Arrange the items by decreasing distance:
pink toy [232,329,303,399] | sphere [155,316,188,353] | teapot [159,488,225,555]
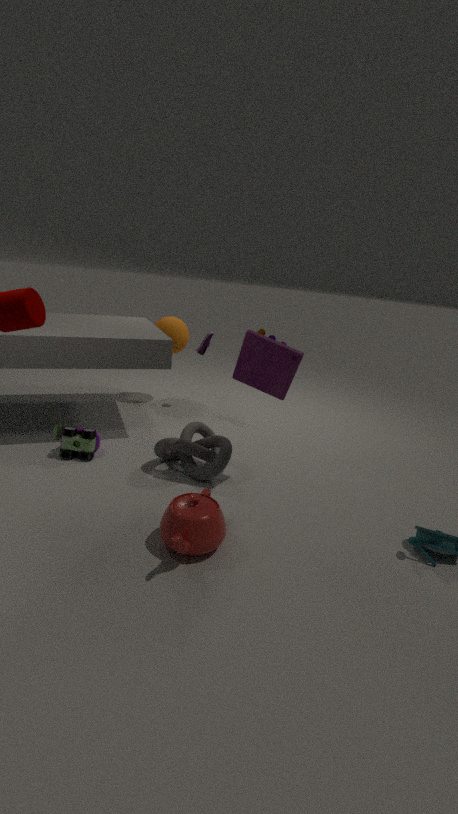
sphere [155,316,188,353], pink toy [232,329,303,399], teapot [159,488,225,555]
